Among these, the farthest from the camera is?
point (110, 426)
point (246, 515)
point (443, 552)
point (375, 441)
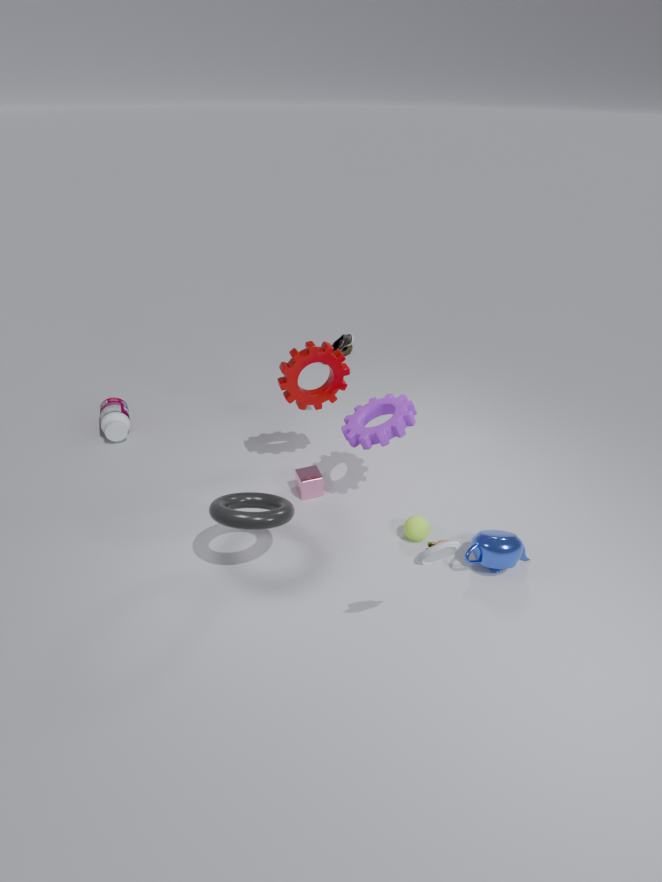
point (110, 426)
